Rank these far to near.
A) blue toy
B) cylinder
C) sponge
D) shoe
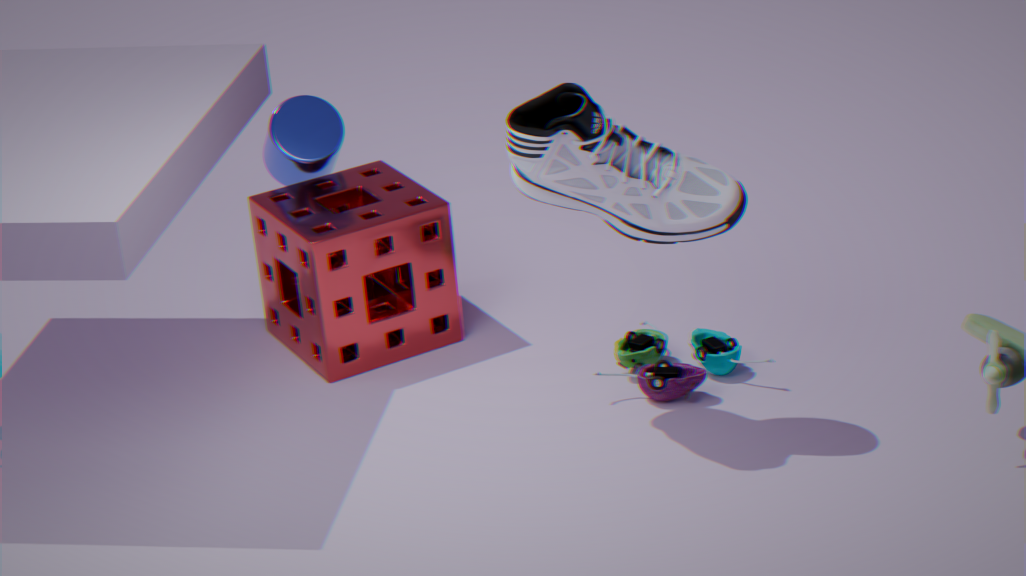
cylinder → sponge → blue toy → shoe
